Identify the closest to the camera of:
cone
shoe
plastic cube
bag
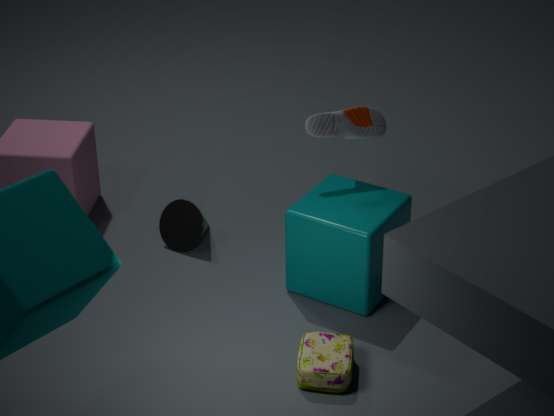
bag
